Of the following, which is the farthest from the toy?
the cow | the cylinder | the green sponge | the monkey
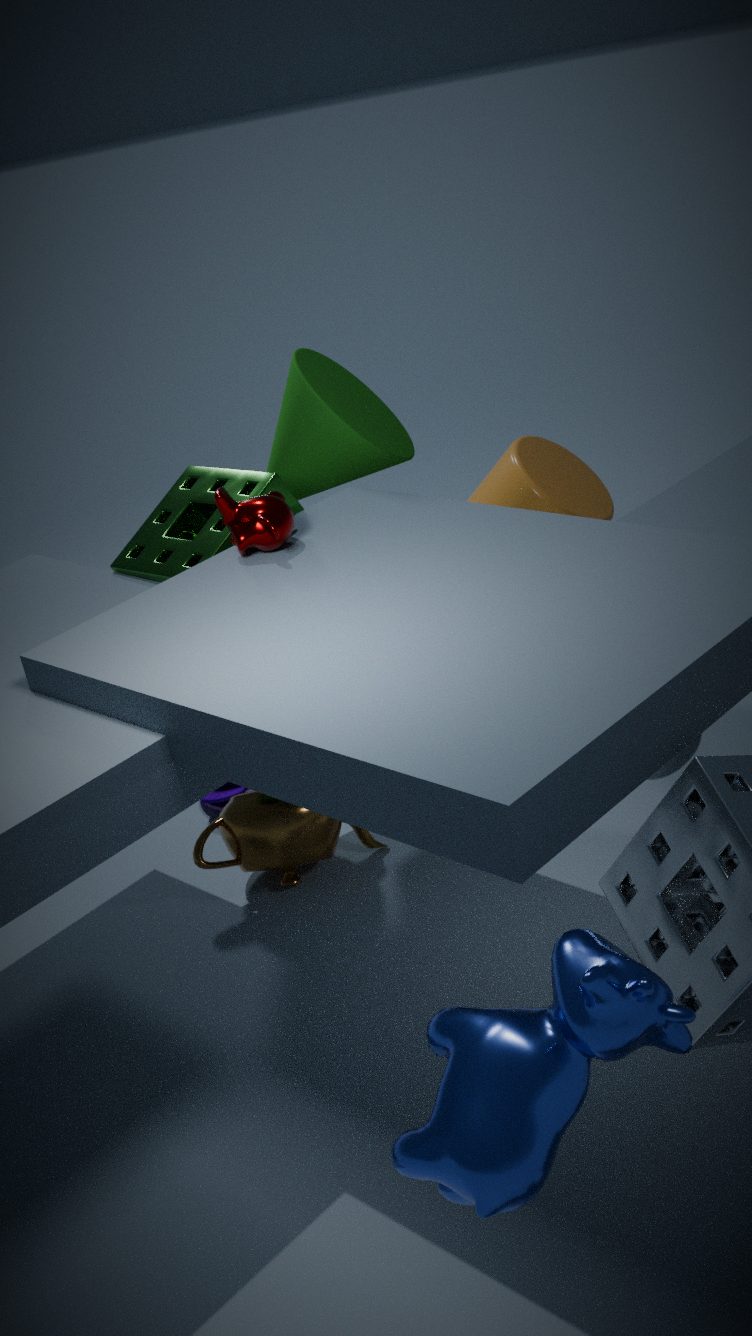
the cow
